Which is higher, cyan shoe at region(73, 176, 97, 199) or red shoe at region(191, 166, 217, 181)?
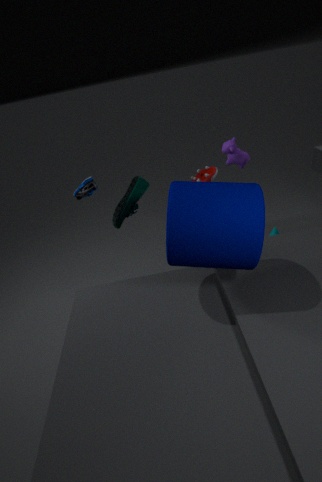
cyan shoe at region(73, 176, 97, 199)
